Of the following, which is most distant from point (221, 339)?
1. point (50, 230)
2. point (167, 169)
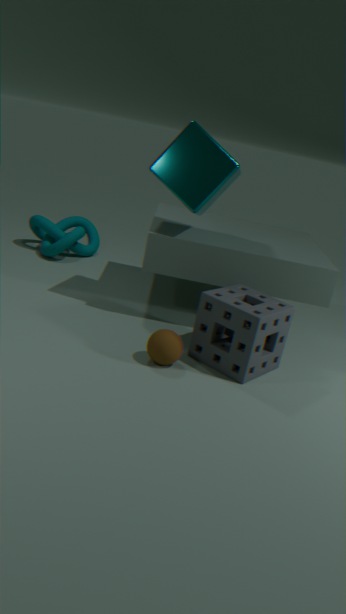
point (50, 230)
